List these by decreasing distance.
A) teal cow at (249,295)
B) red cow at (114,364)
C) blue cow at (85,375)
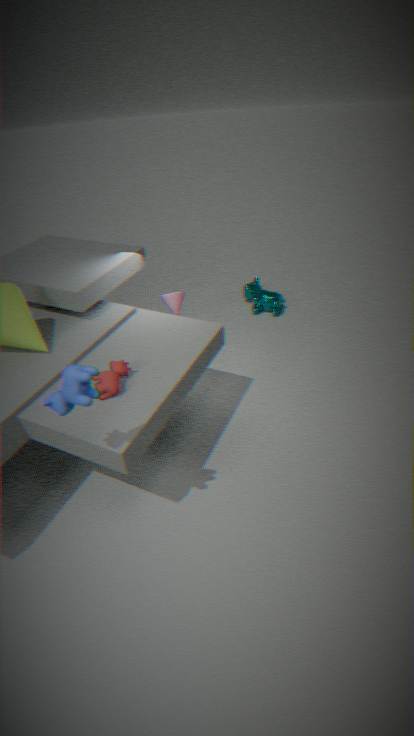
teal cow at (249,295) → red cow at (114,364) → blue cow at (85,375)
